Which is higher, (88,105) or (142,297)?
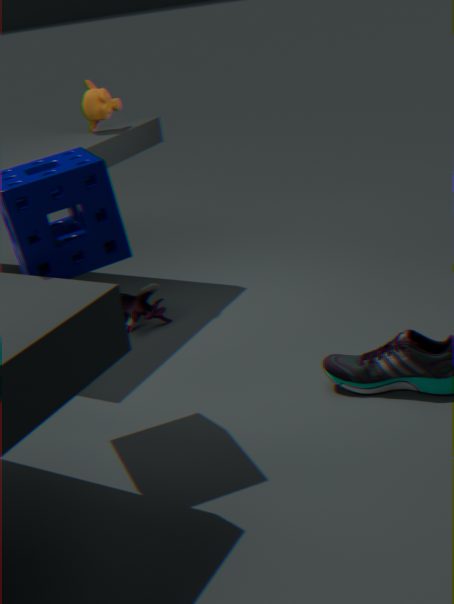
(88,105)
